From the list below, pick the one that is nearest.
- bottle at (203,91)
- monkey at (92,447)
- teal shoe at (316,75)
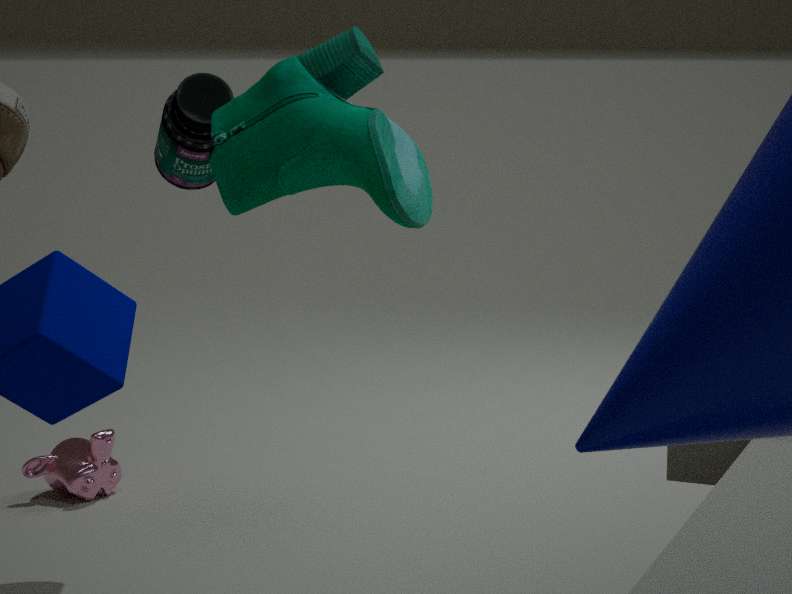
teal shoe at (316,75)
